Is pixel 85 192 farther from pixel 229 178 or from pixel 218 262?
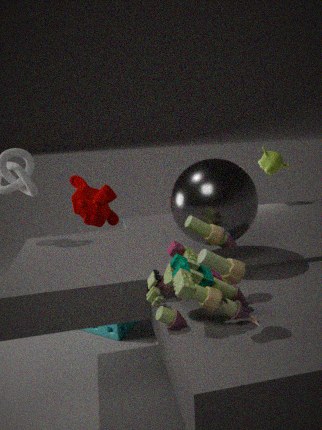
pixel 218 262
